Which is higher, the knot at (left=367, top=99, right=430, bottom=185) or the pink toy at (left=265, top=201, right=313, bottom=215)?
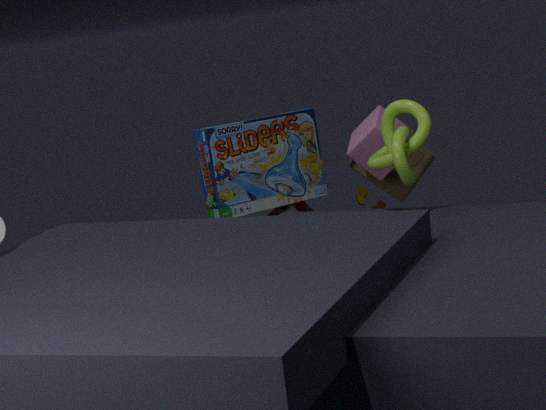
the knot at (left=367, top=99, right=430, bottom=185)
